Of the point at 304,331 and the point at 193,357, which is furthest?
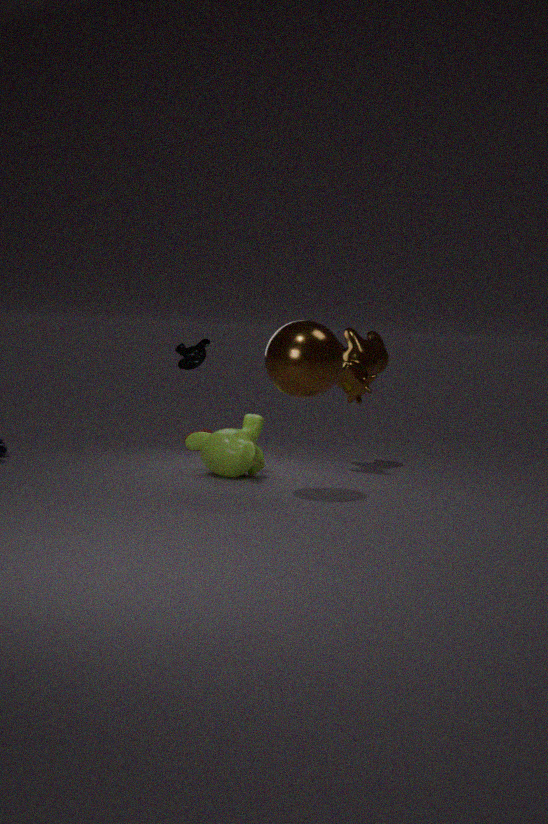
the point at 193,357
